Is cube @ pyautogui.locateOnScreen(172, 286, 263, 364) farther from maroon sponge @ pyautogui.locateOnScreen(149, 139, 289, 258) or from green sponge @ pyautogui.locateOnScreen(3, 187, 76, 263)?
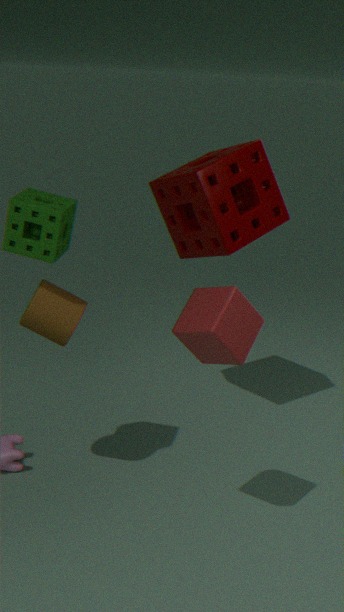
maroon sponge @ pyautogui.locateOnScreen(149, 139, 289, 258)
